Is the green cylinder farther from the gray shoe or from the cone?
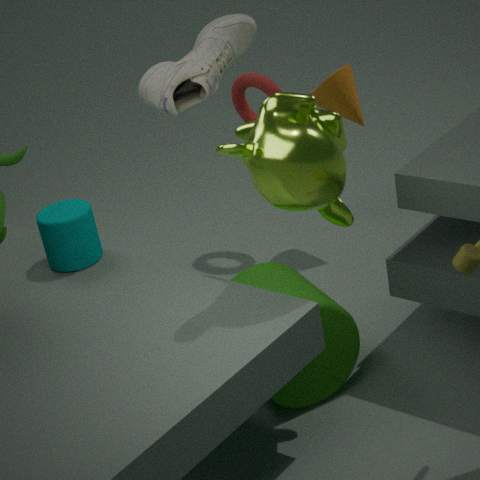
the cone
